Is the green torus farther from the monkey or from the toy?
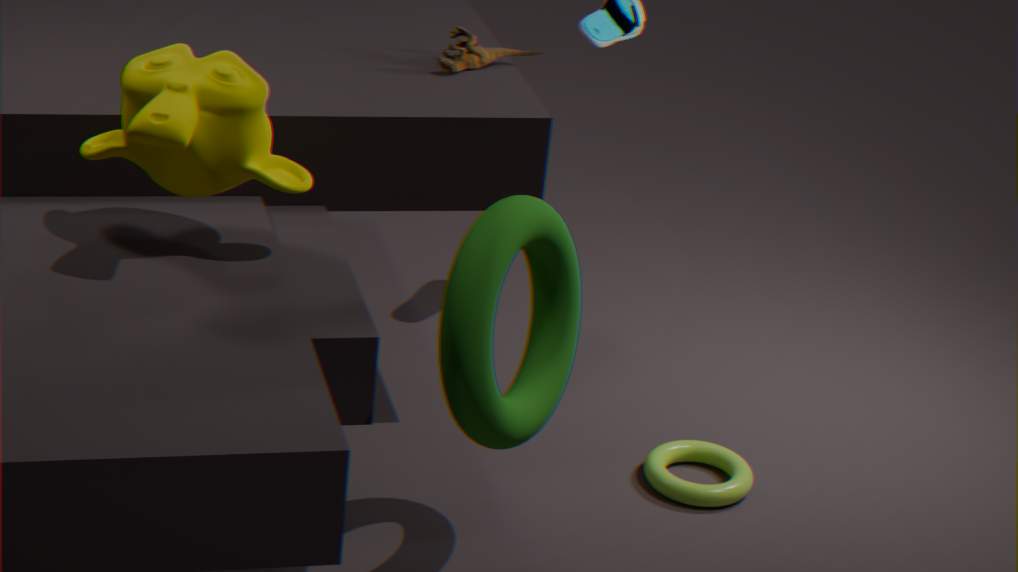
the toy
